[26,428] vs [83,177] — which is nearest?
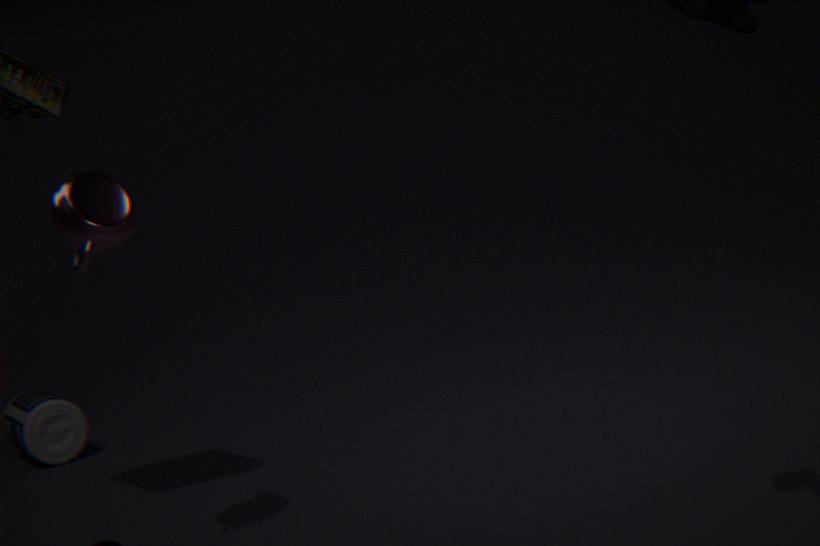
[83,177]
